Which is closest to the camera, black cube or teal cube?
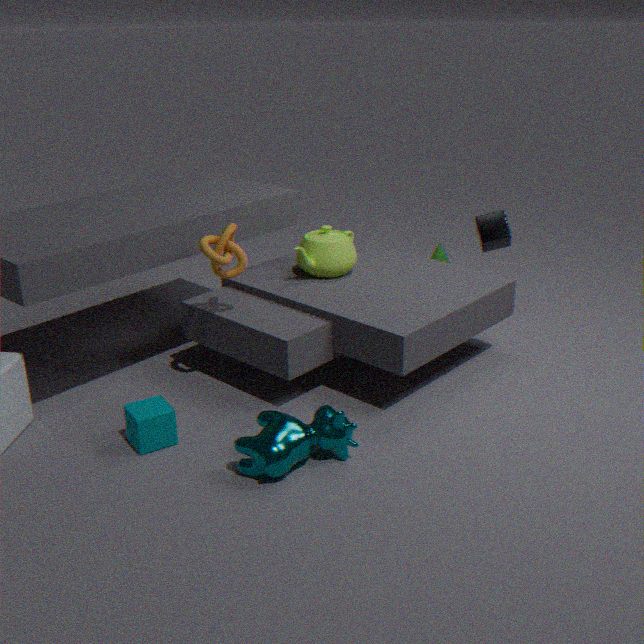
teal cube
